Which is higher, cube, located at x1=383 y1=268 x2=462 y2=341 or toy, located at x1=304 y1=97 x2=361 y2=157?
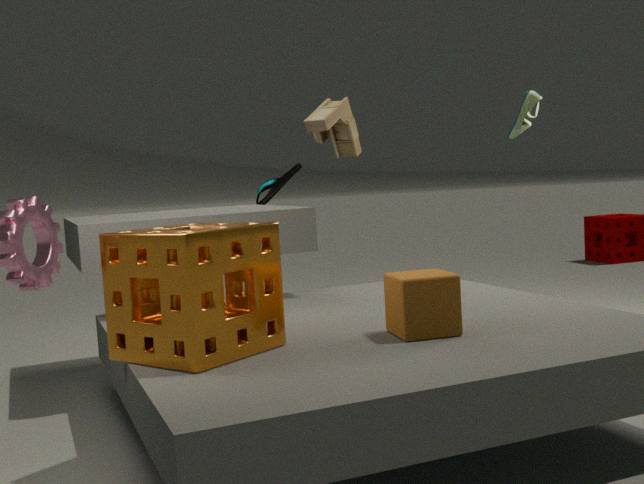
toy, located at x1=304 y1=97 x2=361 y2=157
